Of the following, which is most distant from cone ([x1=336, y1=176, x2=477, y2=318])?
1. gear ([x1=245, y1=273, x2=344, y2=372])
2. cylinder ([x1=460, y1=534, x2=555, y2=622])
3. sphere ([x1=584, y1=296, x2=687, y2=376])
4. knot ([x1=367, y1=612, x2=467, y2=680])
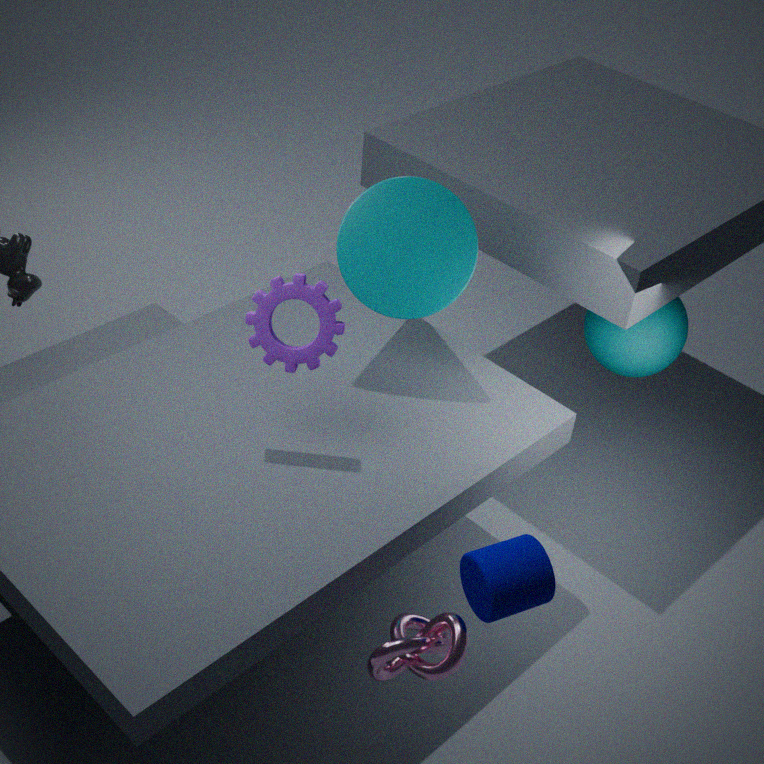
knot ([x1=367, y1=612, x2=467, y2=680])
